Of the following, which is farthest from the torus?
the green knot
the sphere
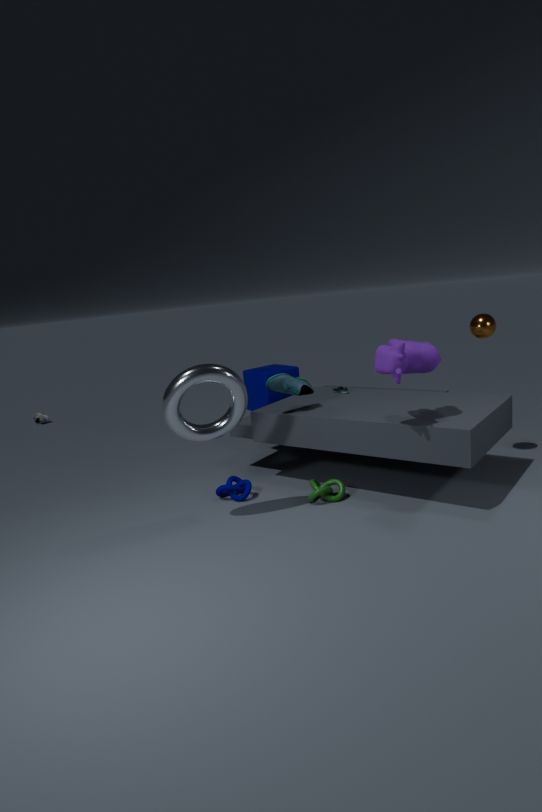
the sphere
